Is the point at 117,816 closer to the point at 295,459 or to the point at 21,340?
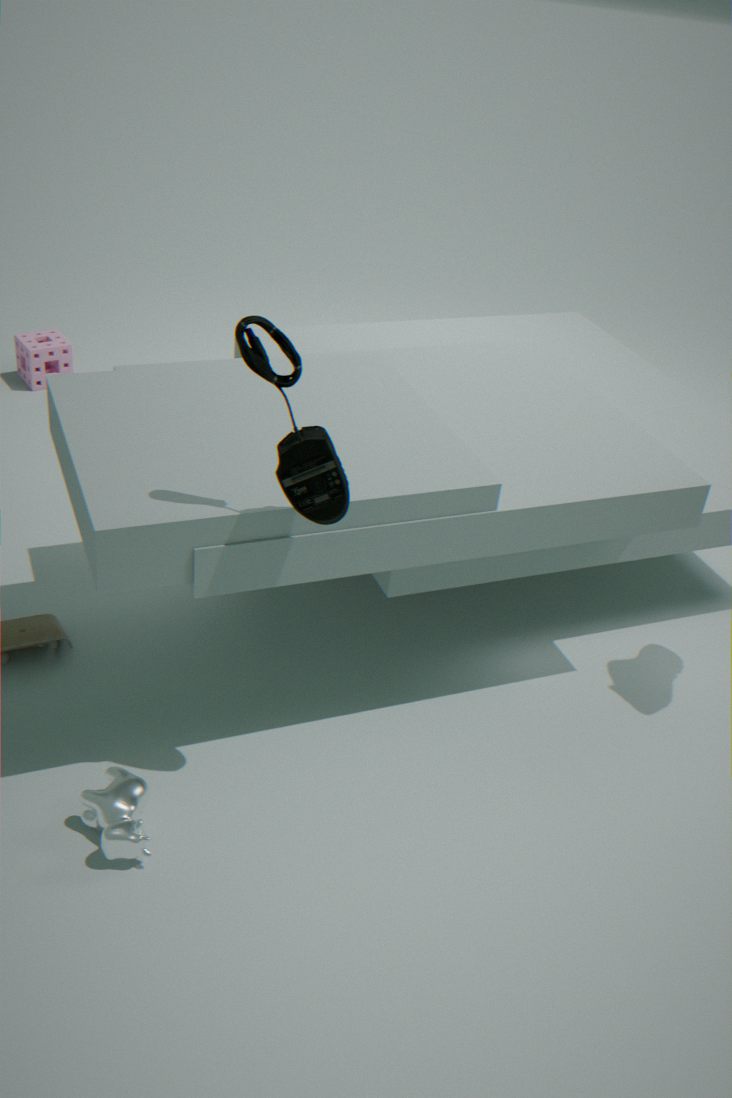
the point at 295,459
